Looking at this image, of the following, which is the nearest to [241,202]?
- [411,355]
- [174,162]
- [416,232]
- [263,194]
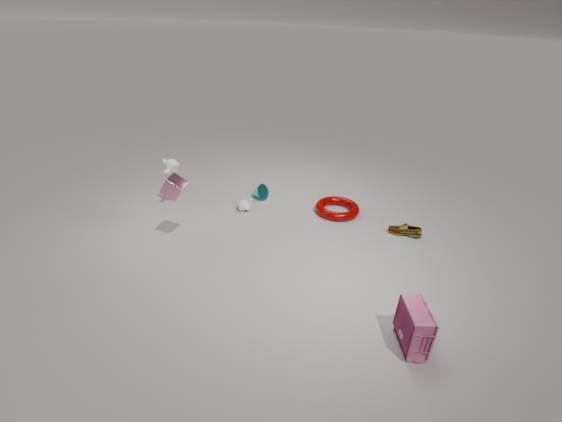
[263,194]
